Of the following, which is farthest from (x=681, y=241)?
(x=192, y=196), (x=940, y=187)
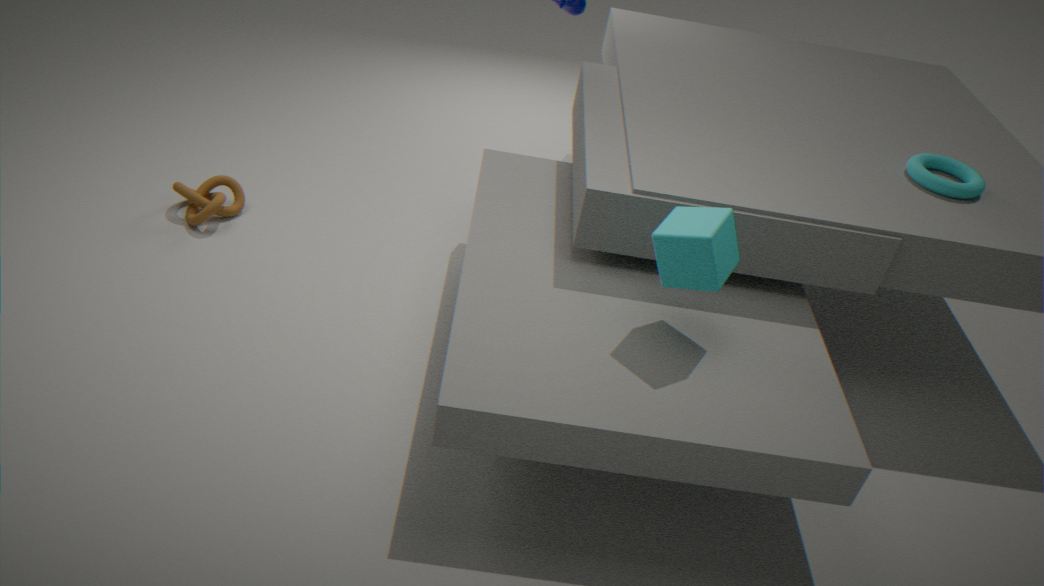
(x=192, y=196)
